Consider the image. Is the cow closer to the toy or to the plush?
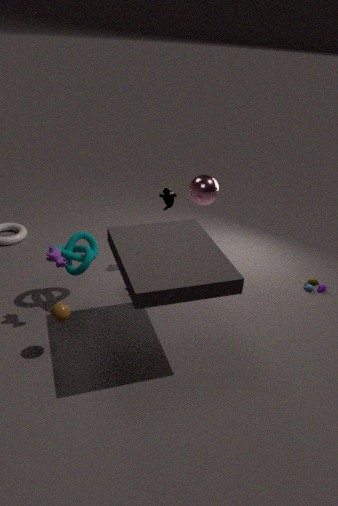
the plush
